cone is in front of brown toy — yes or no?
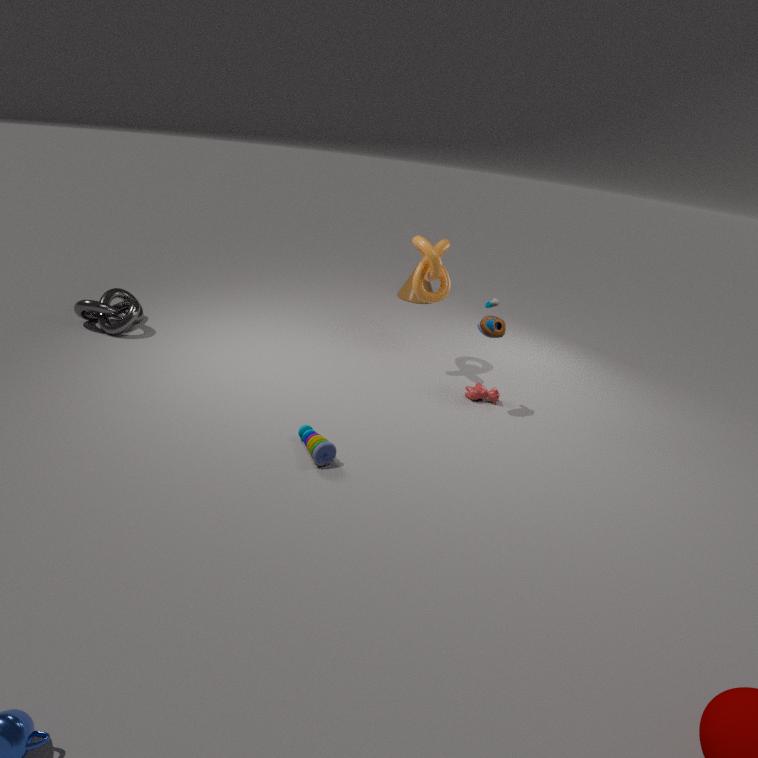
No
